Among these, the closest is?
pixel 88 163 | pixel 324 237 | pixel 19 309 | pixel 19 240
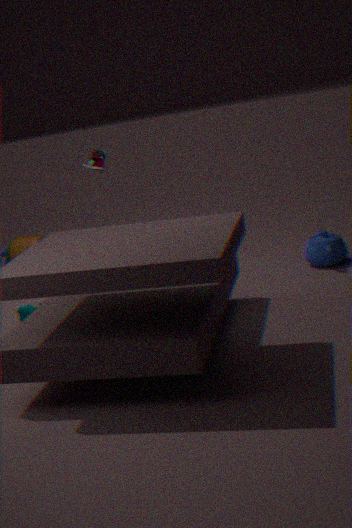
pixel 88 163
